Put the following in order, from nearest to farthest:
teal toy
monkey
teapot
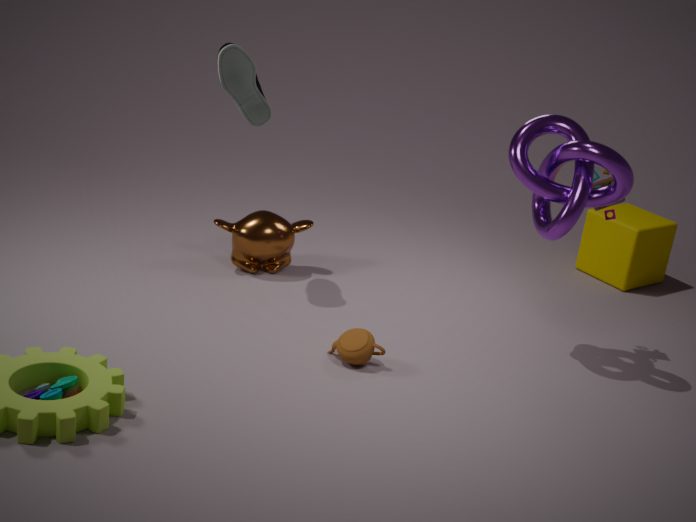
1. teal toy
2. teapot
3. monkey
